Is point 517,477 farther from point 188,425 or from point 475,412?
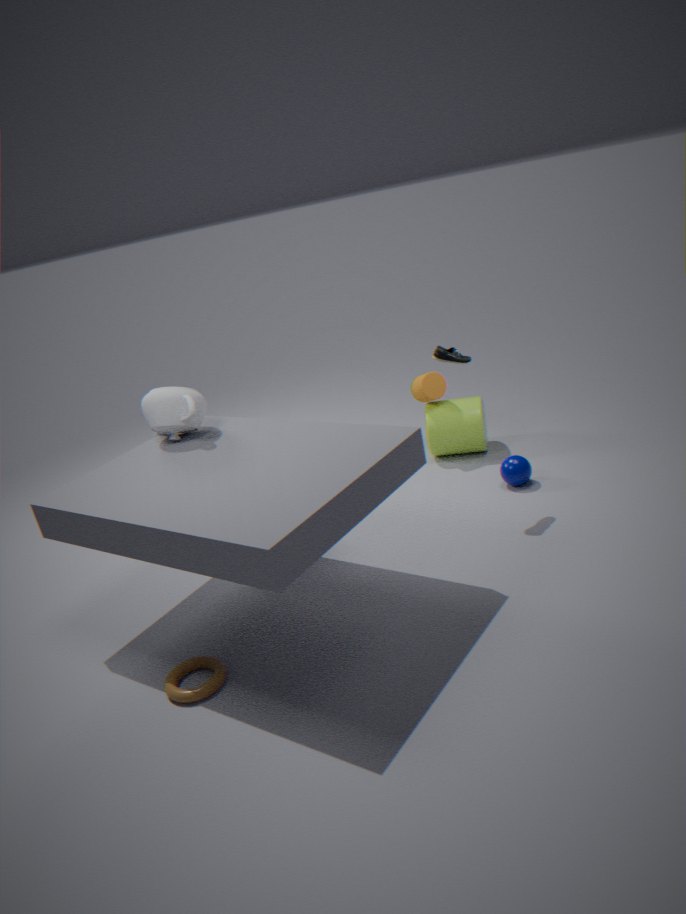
point 188,425
